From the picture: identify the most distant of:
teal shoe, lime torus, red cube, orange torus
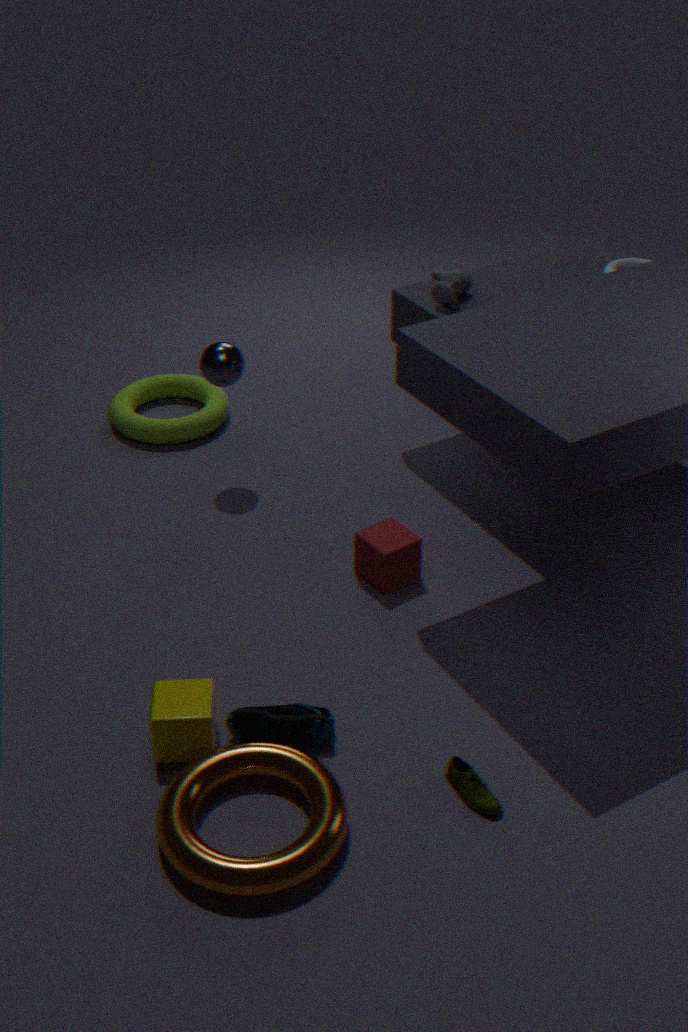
lime torus
